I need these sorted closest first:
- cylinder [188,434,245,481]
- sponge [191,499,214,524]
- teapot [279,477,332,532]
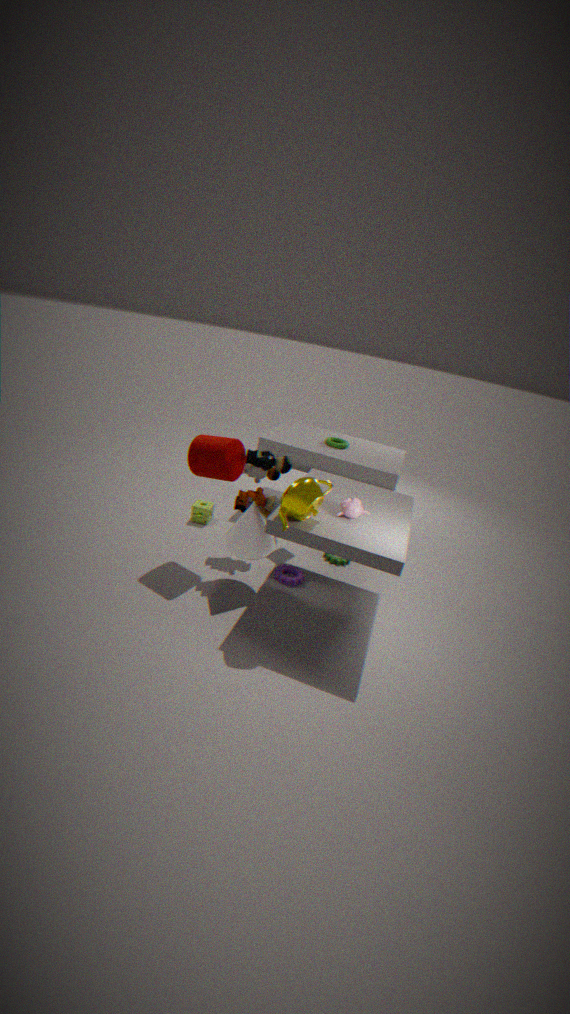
teapot [279,477,332,532] < cylinder [188,434,245,481] < sponge [191,499,214,524]
